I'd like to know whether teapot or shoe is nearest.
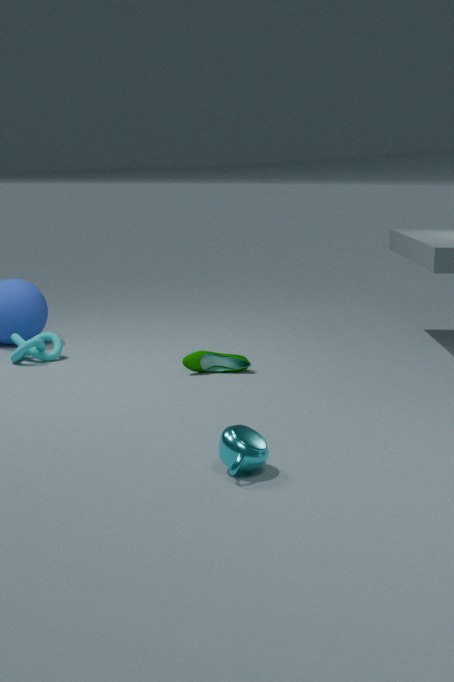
teapot
